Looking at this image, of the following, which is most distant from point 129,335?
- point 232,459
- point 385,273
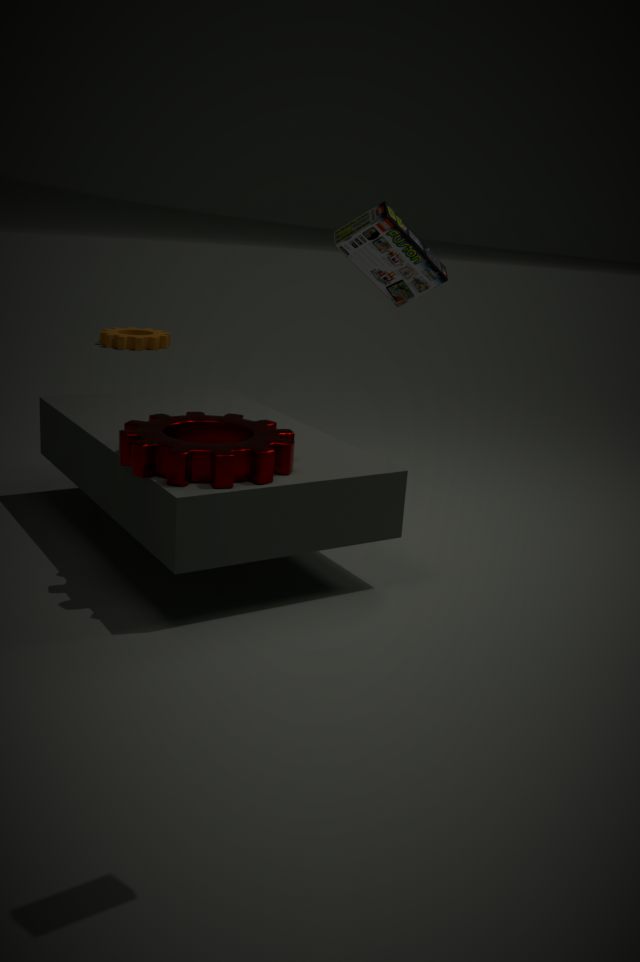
point 385,273
